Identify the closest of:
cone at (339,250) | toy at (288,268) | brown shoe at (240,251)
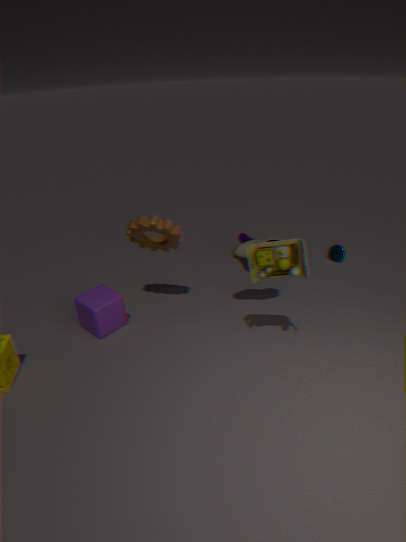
toy at (288,268)
